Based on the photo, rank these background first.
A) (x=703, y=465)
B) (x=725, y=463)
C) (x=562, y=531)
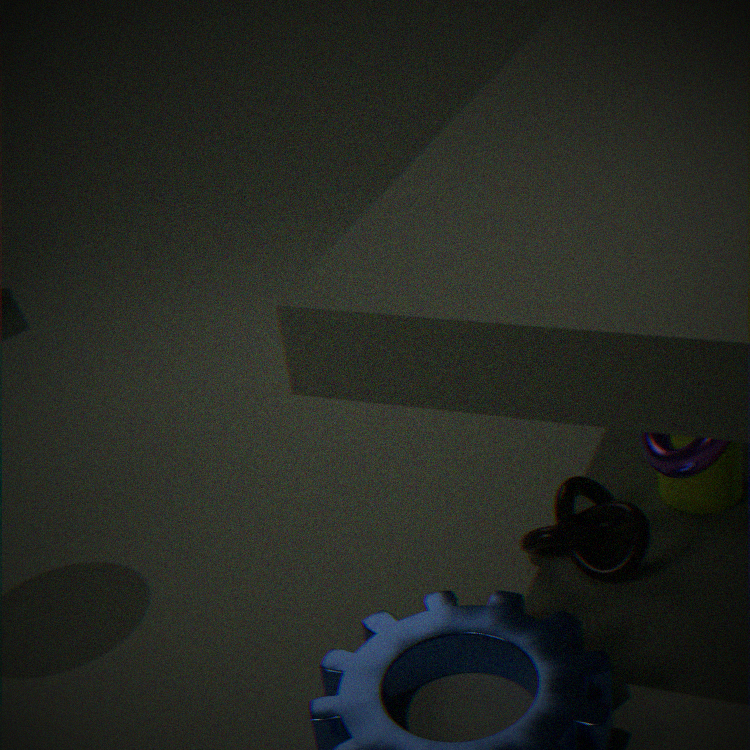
1. (x=725, y=463)
2. (x=562, y=531)
3. (x=703, y=465)
